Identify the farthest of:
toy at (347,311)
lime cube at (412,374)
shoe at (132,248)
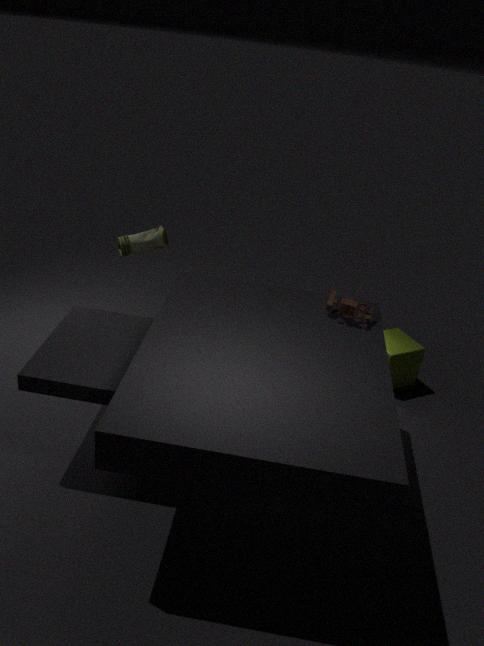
lime cube at (412,374)
